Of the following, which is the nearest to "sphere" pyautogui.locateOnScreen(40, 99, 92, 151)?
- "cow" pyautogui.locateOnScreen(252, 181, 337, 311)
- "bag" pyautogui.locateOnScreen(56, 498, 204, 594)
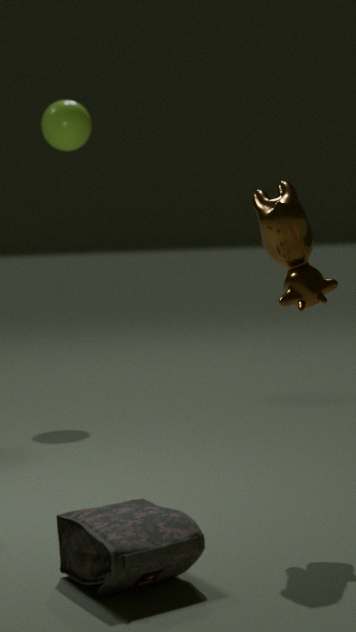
"cow" pyautogui.locateOnScreen(252, 181, 337, 311)
